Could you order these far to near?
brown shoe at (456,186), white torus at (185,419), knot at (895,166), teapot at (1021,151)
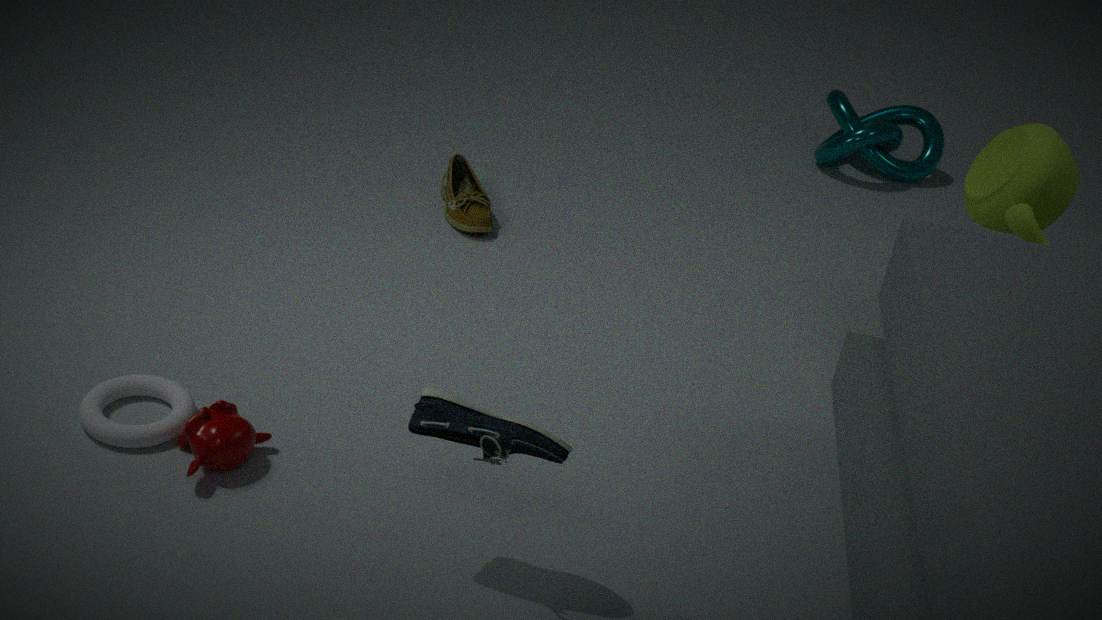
knot at (895,166)
brown shoe at (456,186)
teapot at (1021,151)
white torus at (185,419)
